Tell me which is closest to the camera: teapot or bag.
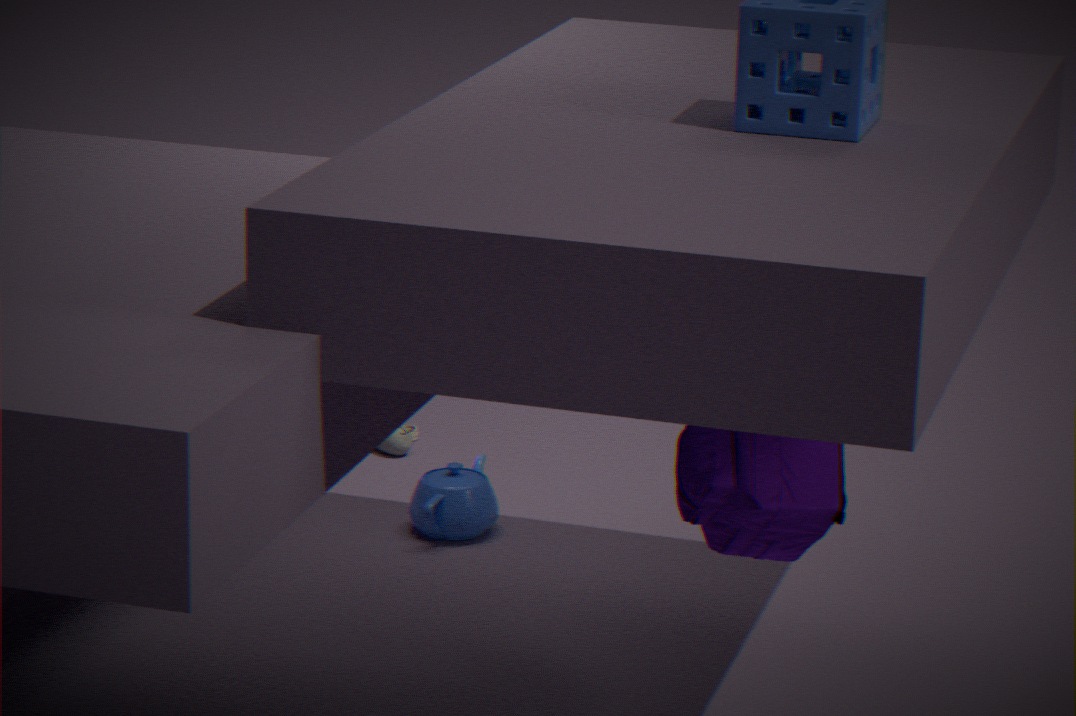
bag
